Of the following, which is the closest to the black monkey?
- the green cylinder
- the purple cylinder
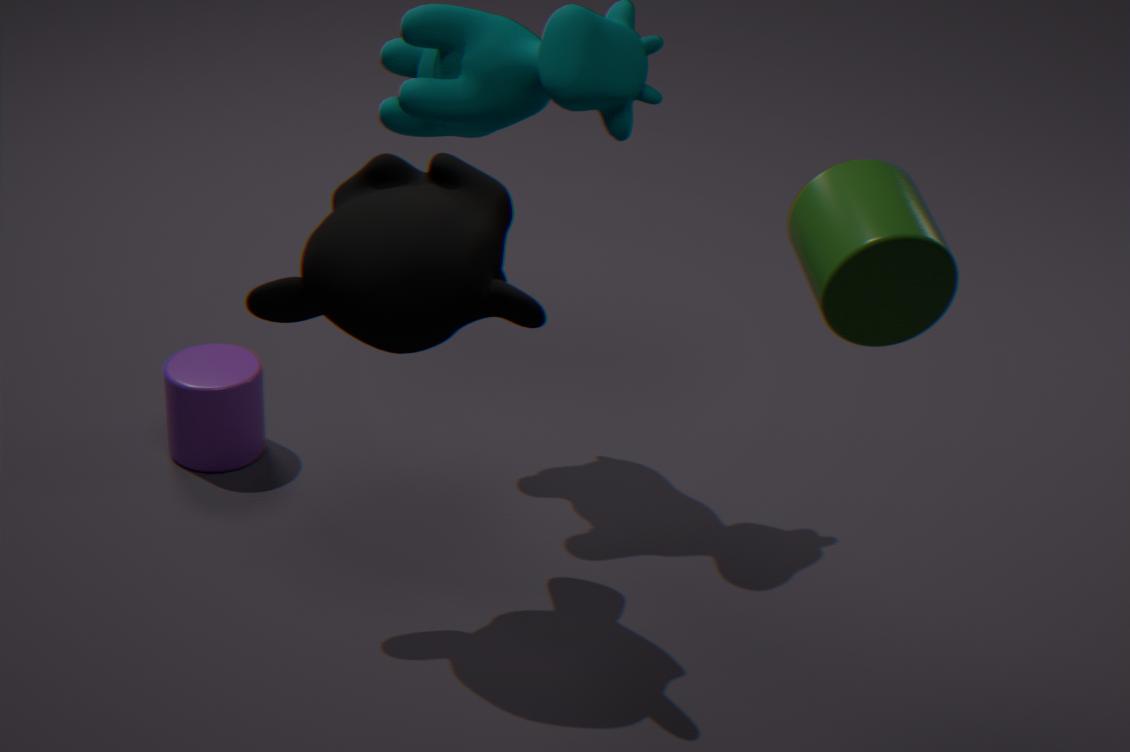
the purple cylinder
